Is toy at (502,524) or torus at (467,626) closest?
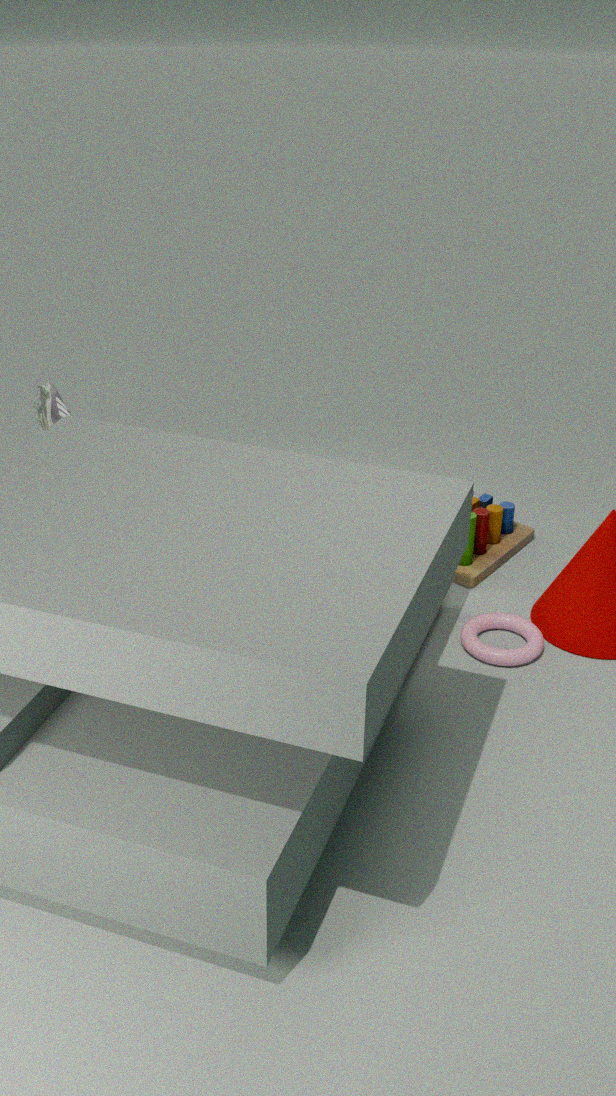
torus at (467,626)
